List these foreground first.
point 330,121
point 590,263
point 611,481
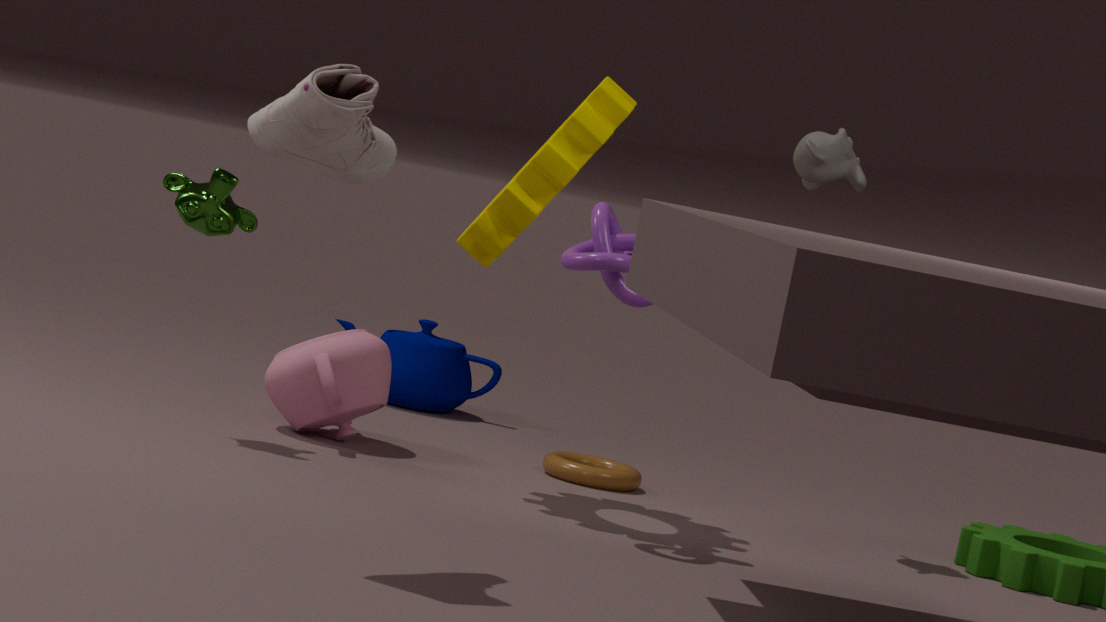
point 330,121 < point 590,263 < point 611,481
